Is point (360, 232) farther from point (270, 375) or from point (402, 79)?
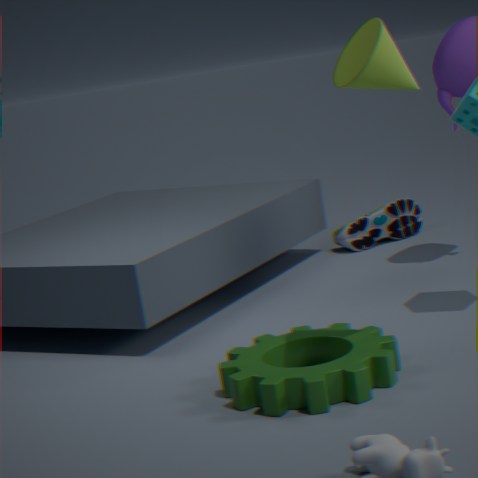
point (402, 79)
